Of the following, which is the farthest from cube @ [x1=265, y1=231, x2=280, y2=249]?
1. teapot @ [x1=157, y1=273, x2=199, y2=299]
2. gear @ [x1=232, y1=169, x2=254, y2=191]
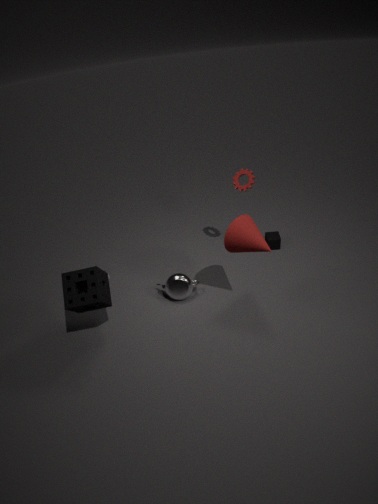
teapot @ [x1=157, y1=273, x2=199, y2=299]
